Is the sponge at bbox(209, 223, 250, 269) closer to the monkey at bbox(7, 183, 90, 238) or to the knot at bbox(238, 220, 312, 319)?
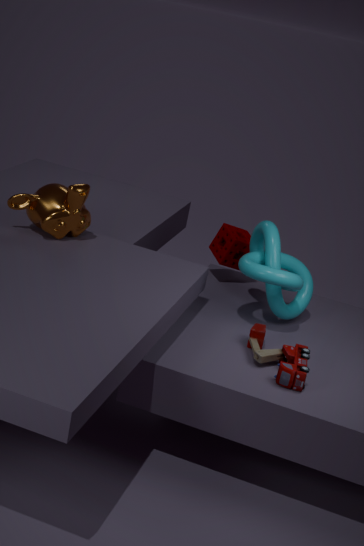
the knot at bbox(238, 220, 312, 319)
